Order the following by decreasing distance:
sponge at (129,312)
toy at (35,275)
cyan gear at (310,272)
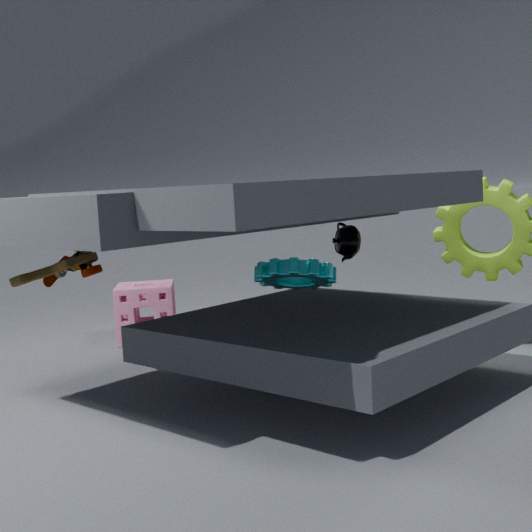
sponge at (129,312)
toy at (35,275)
cyan gear at (310,272)
